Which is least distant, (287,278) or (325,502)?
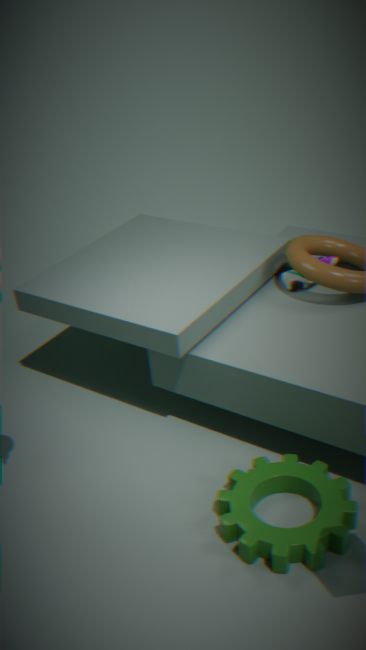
(325,502)
